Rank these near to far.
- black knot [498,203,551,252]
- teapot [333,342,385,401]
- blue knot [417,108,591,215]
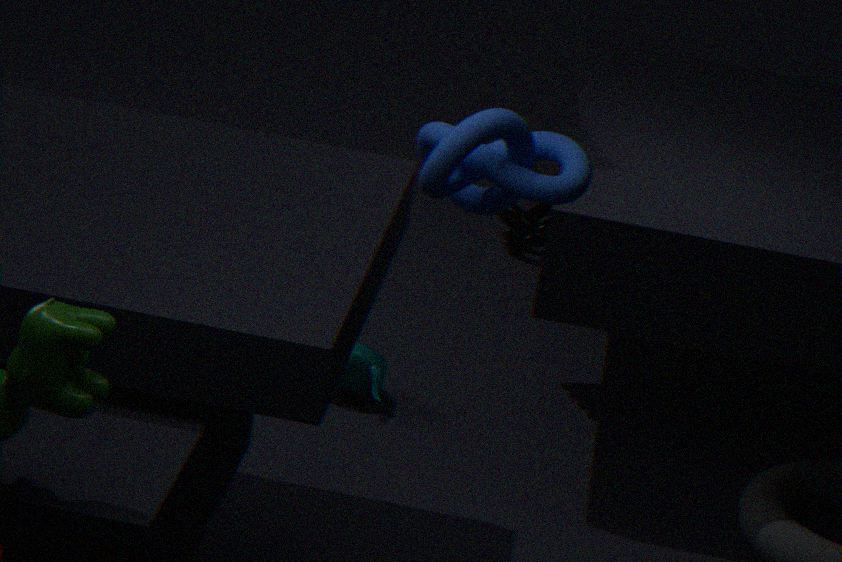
blue knot [417,108,591,215] < teapot [333,342,385,401] < black knot [498,203,551,252]
